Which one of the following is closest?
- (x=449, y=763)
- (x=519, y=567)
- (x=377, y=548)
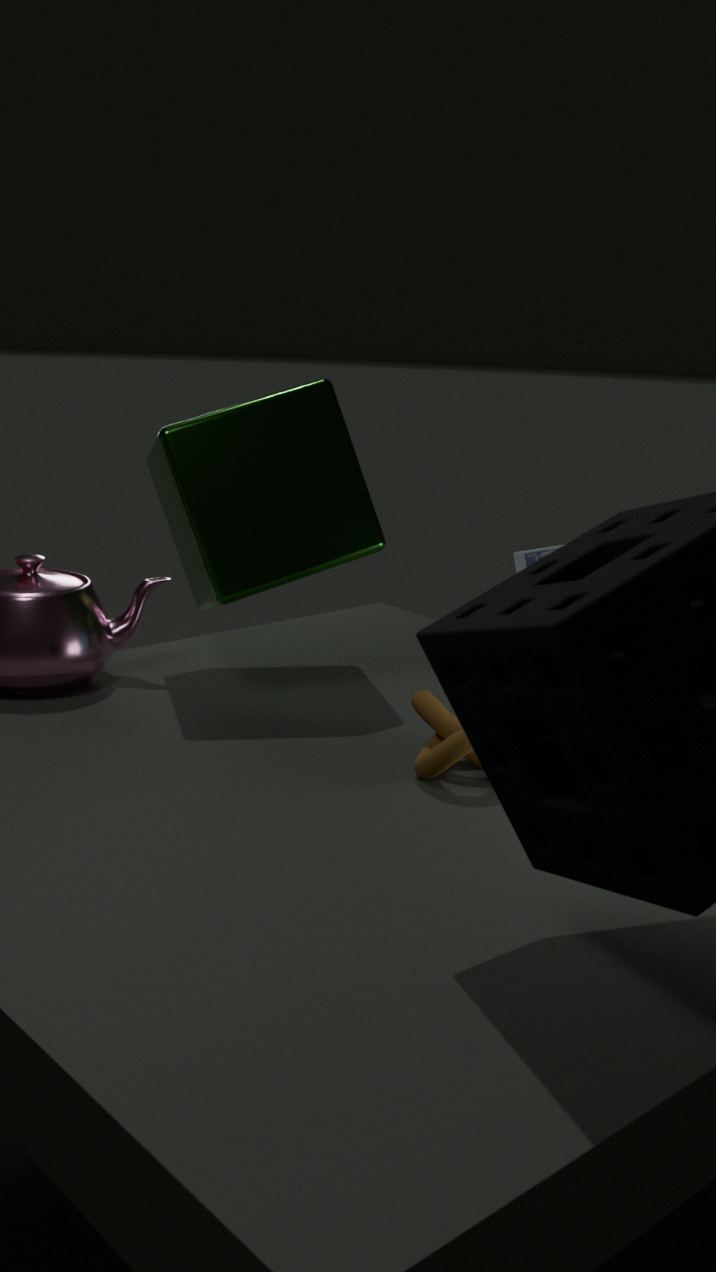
(x=449, y=763)
